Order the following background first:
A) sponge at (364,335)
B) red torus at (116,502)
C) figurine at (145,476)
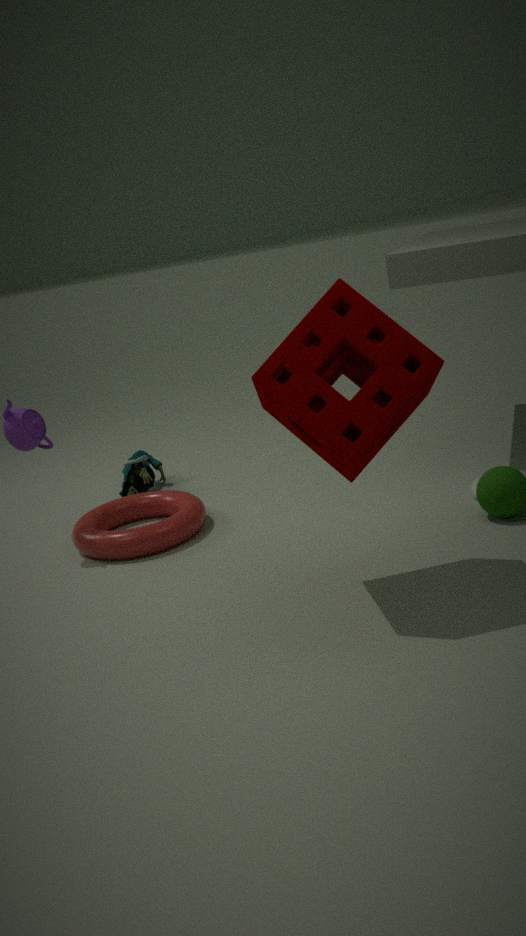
figurine at (145,476), red torus at (116,502), sponge at (364,335)
